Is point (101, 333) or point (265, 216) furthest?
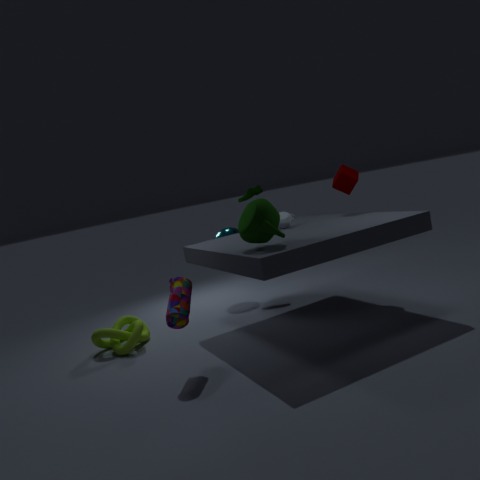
point (101, 333)
